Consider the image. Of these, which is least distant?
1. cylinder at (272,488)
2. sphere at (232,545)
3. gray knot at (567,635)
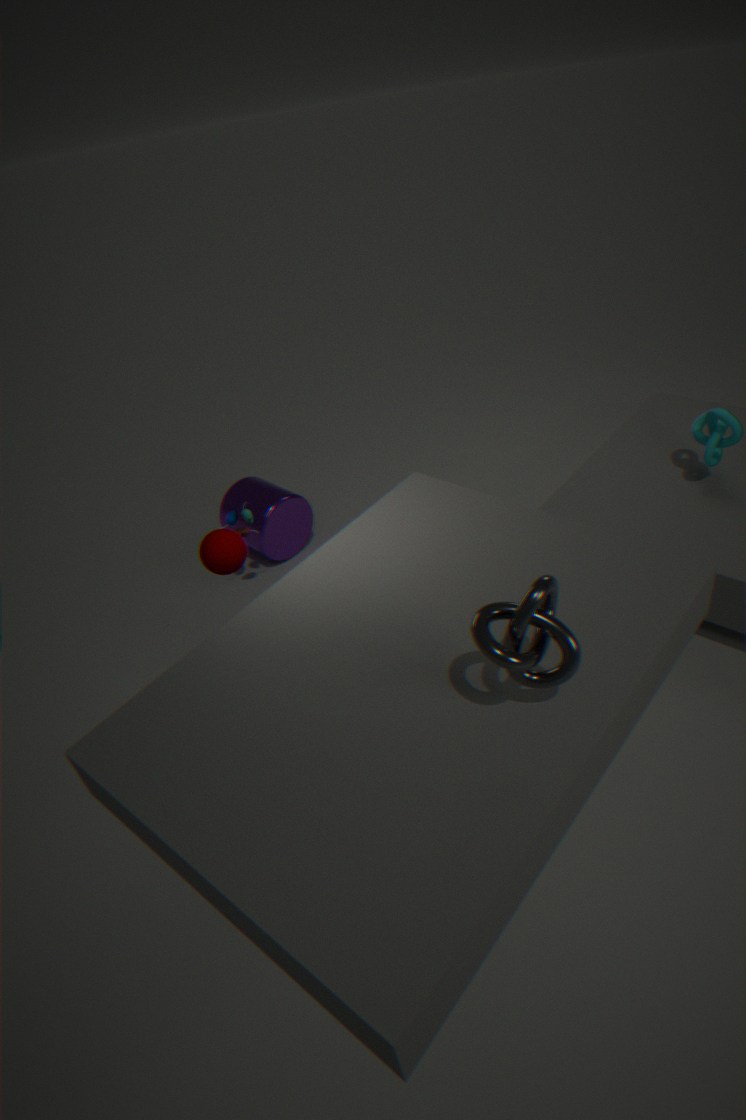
gray knot at (567,635)
